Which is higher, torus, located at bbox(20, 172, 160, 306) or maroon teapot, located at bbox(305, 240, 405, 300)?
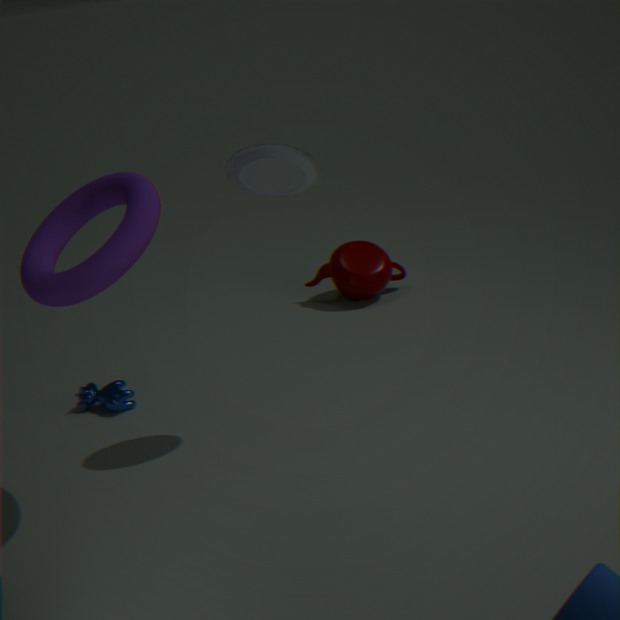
torus, located at bbox(20, 172, 160, 306)
